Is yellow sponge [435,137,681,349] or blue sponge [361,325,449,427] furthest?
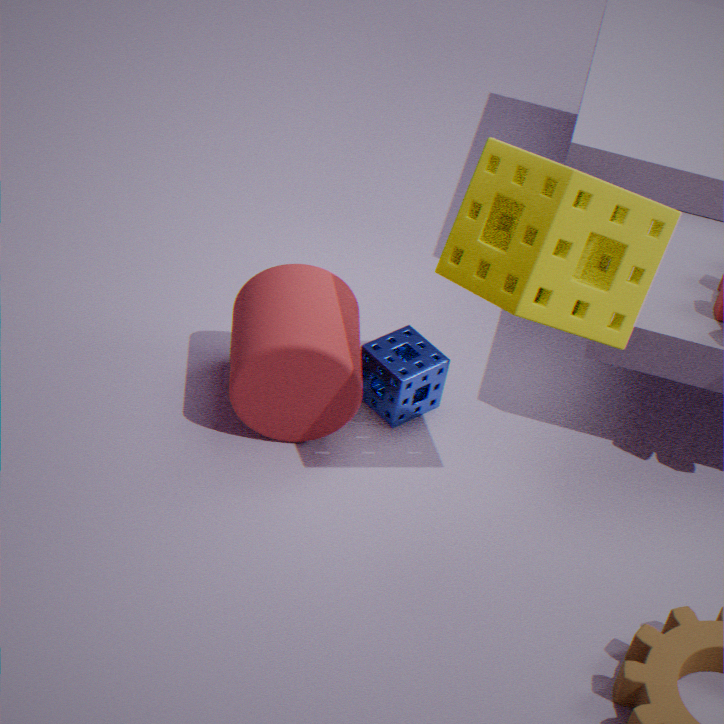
blue sponge [361,325,449,427]
